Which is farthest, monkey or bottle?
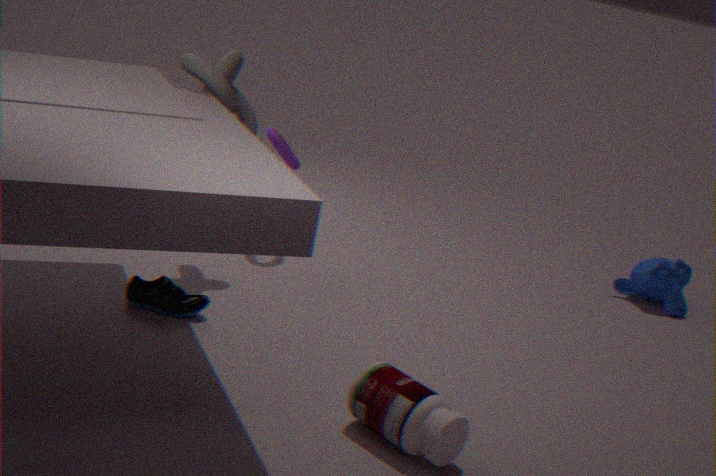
monkey
